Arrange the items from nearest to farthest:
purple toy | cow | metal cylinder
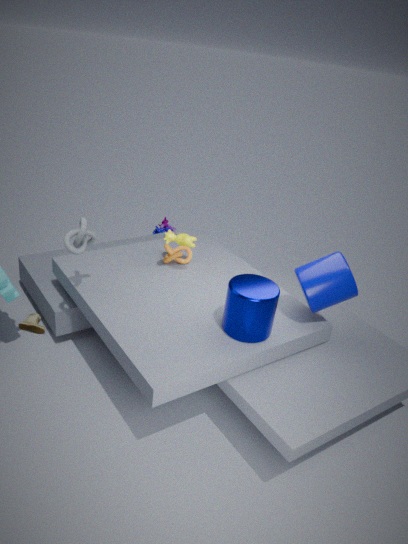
metal cylinder < cow < purple toy
